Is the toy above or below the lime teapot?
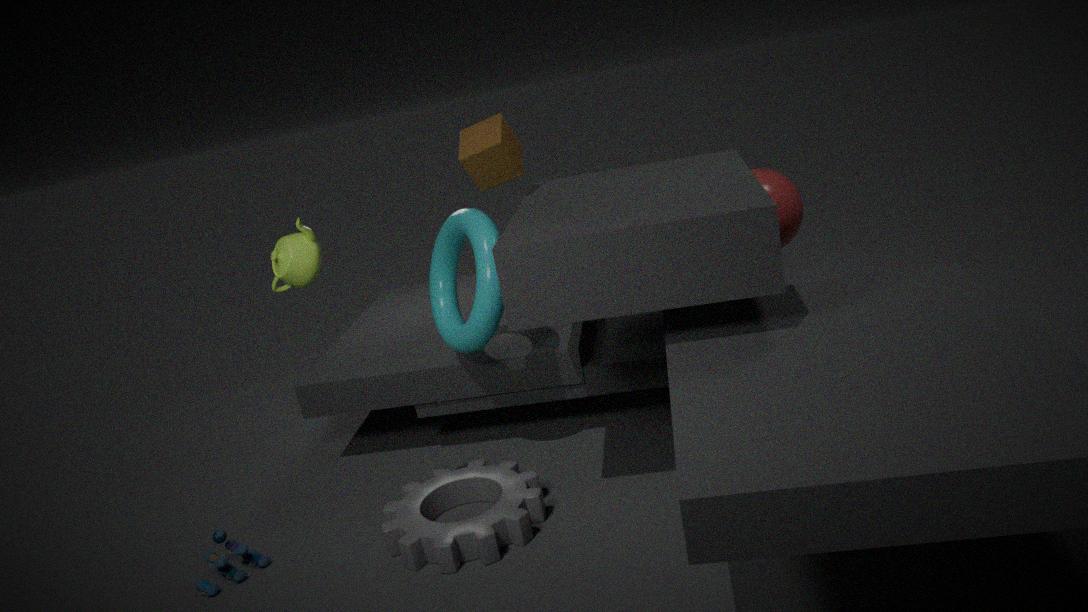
below
